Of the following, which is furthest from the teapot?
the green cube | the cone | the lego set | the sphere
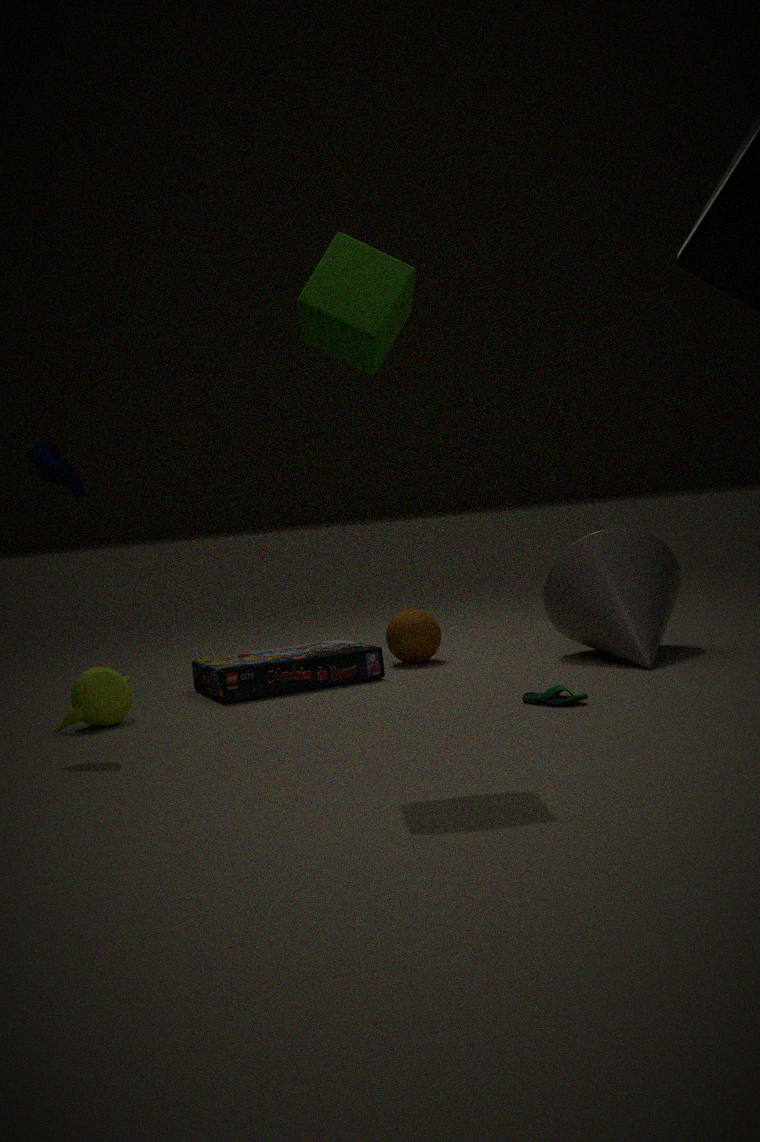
the cone
